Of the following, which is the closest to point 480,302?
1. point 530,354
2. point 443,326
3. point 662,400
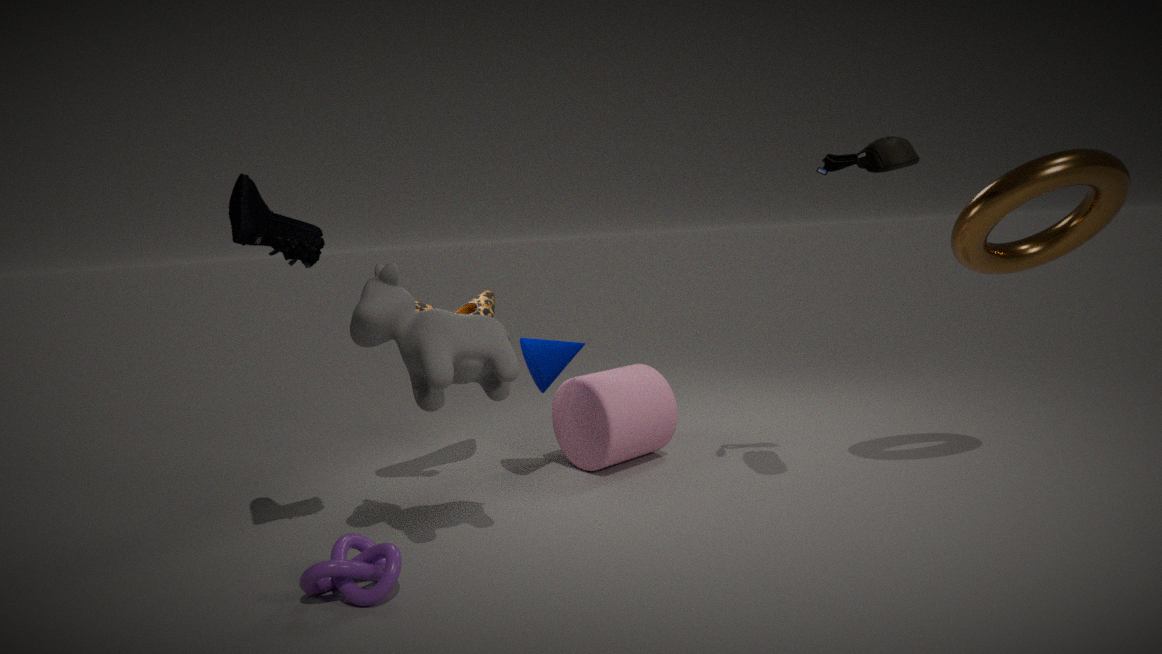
point 530,354
